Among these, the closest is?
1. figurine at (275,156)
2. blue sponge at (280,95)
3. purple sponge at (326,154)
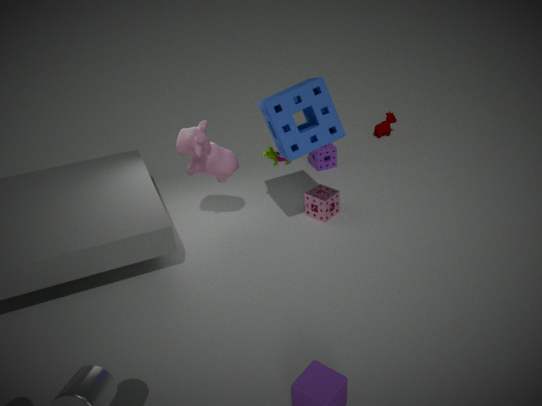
blue sponge at (280,95)
